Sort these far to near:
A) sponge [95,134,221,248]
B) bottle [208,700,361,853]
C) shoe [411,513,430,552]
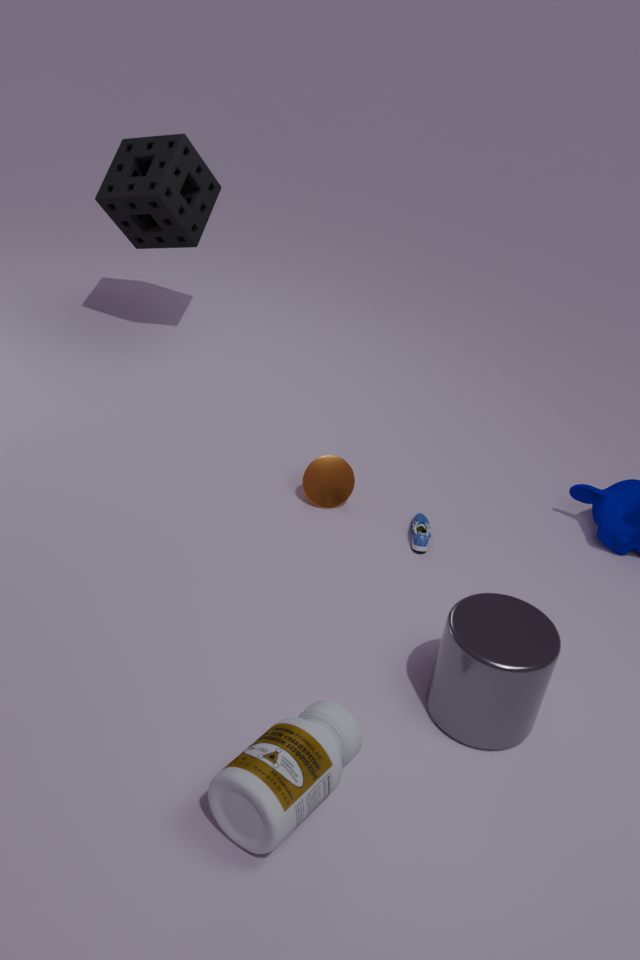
1. sponge [95,134,221,248]
2. shoe [411,513,430,552]
3. bottle [208,700,361,853]
